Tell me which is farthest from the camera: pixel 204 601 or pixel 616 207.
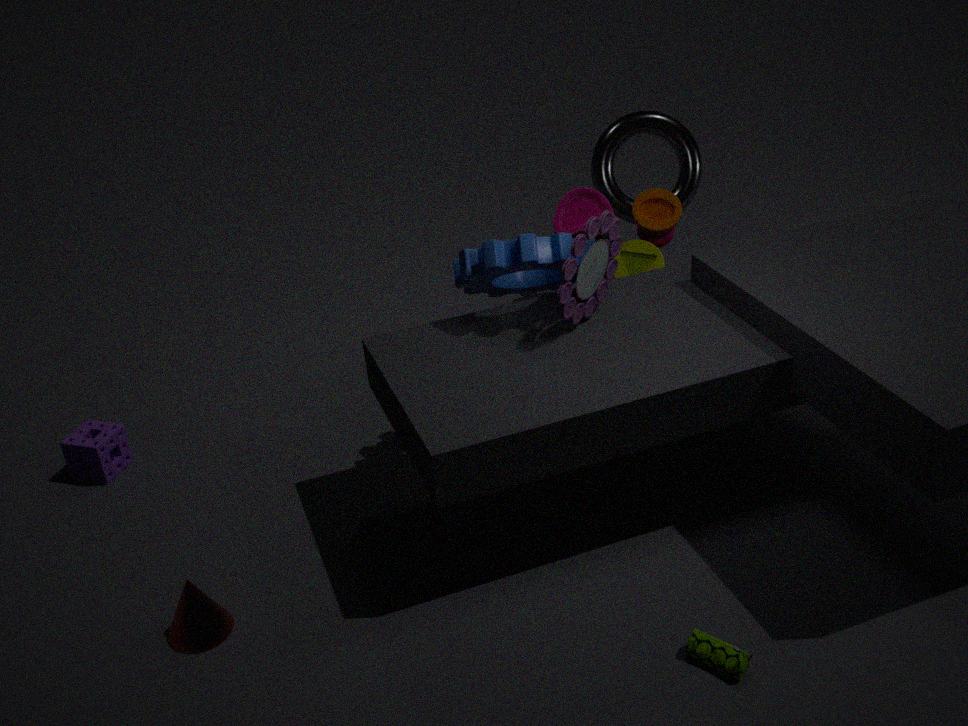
pixel 616 207
